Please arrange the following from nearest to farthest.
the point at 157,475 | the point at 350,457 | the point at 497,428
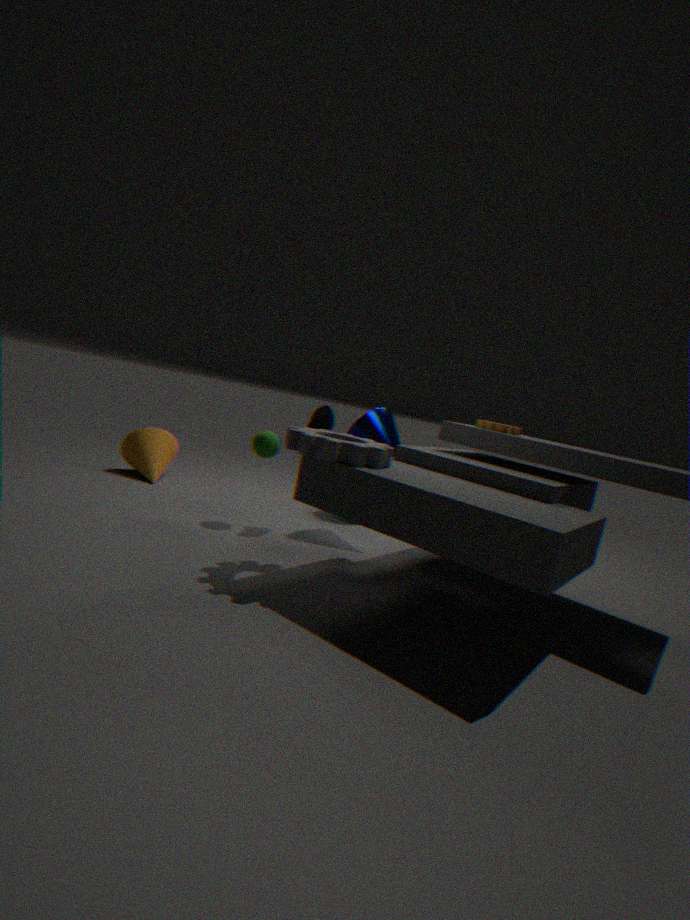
the point at 350,457 < the point at 497,428 < the point at 157,475
